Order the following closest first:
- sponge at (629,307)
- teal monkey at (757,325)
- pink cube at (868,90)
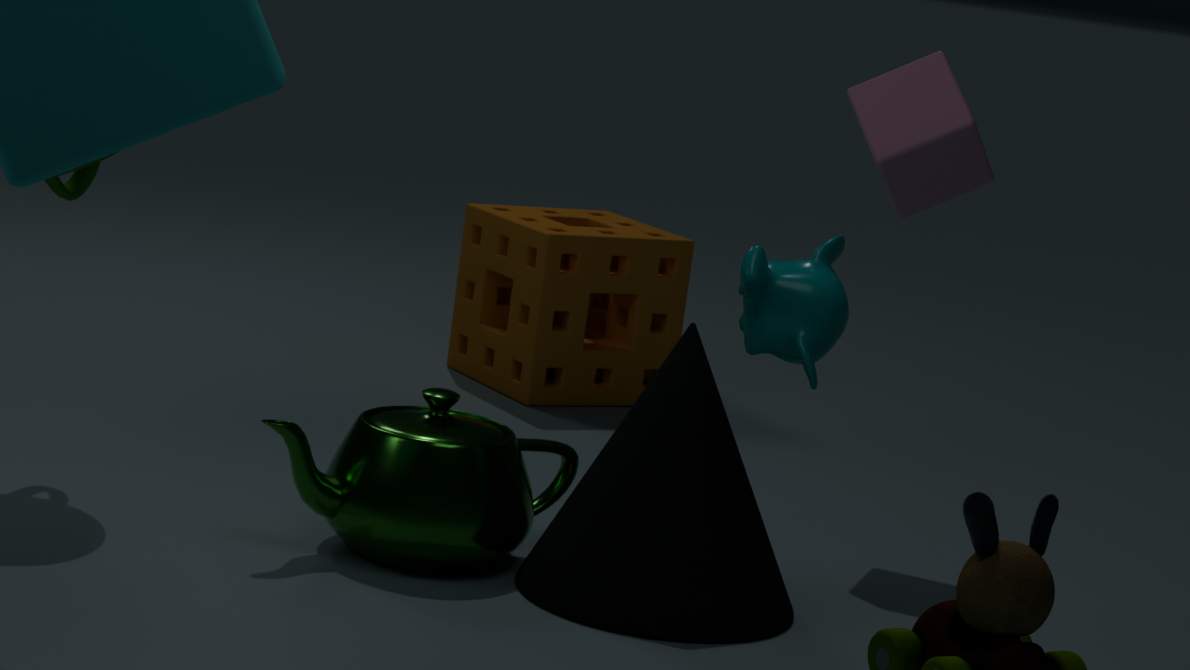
teal monkey at (757,325) < pink cube at (868,90) < sponge at (629,307)
